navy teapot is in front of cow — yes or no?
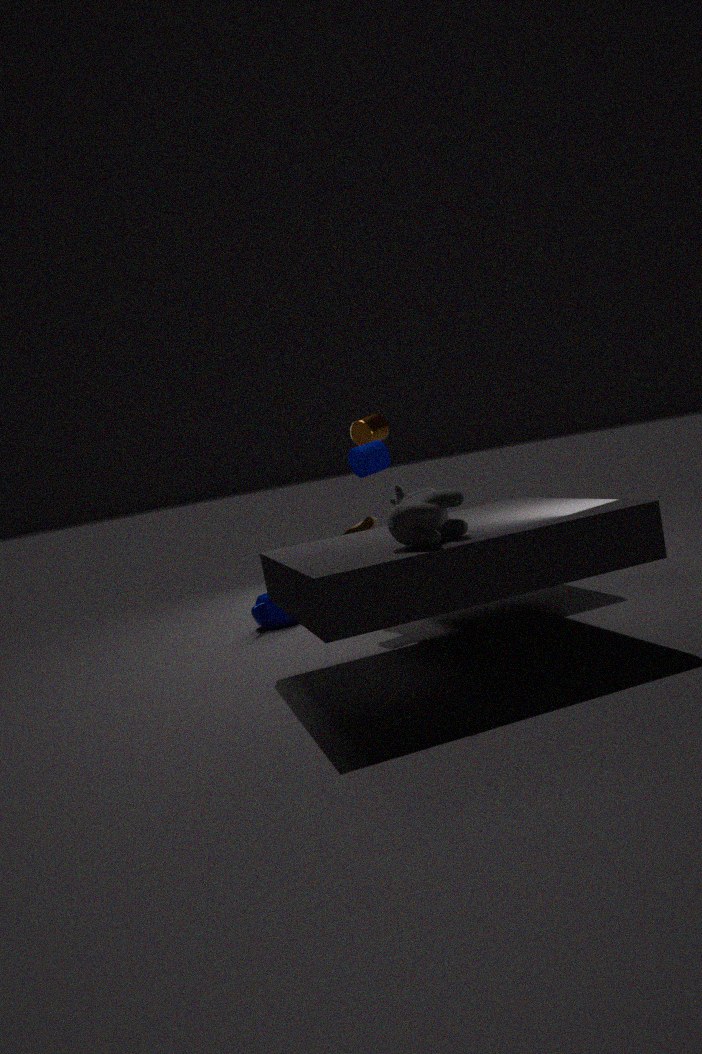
No
